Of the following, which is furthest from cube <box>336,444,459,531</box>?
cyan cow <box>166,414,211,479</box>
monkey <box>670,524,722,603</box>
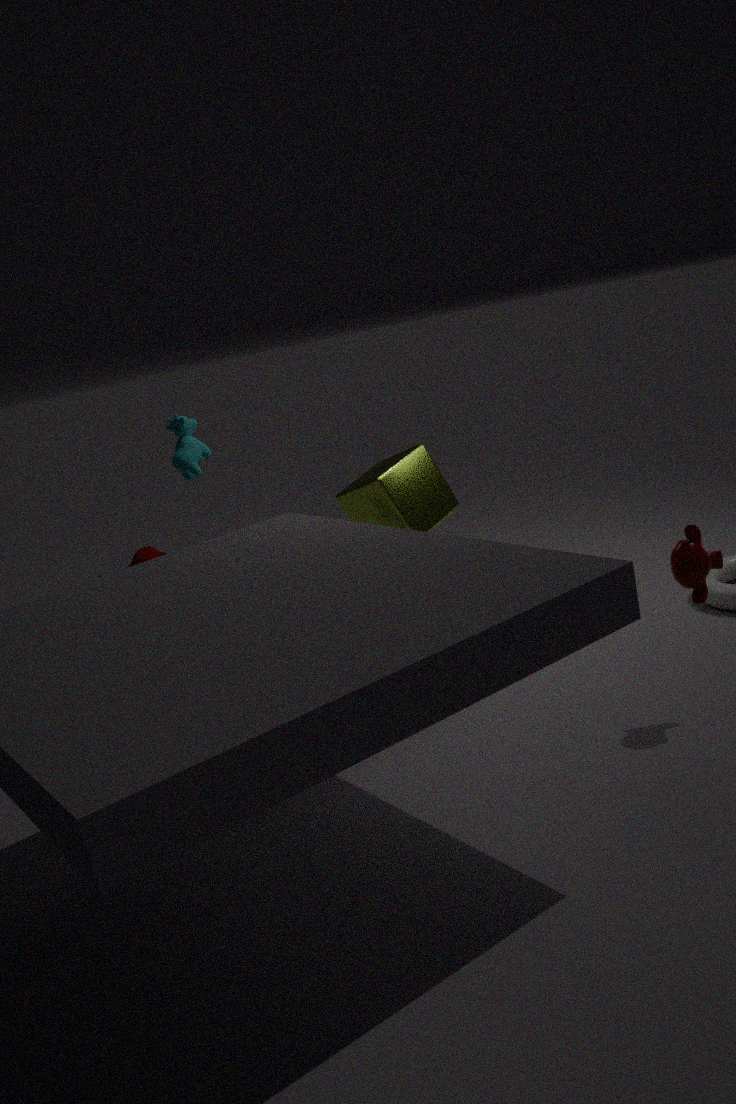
monkey <box>670,524,722,603</box>
